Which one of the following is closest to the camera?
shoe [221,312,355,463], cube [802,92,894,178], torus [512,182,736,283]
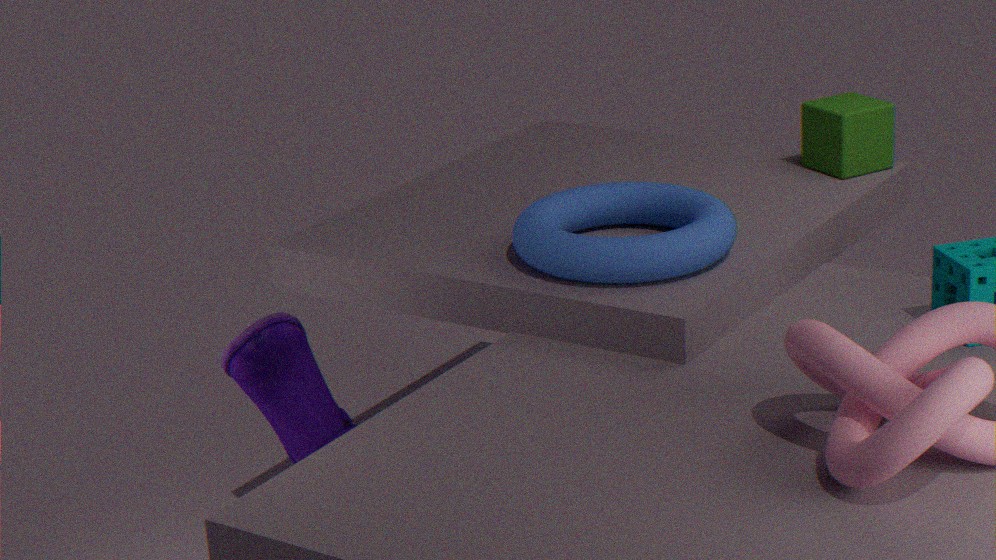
shoe [221,312,355,463]
